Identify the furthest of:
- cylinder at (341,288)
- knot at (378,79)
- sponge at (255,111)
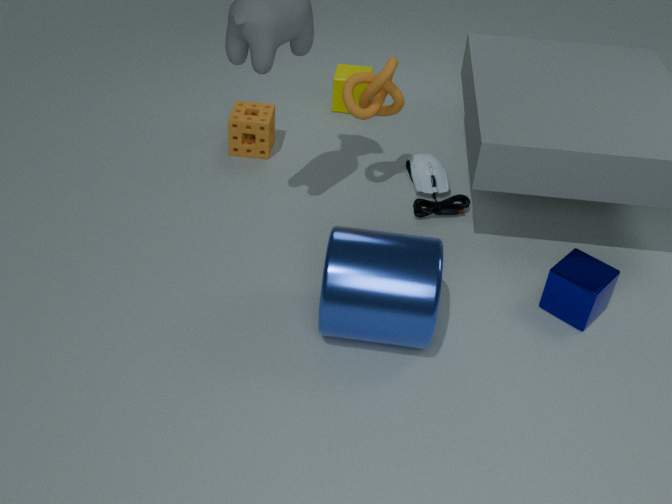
sponge at (255,111)
